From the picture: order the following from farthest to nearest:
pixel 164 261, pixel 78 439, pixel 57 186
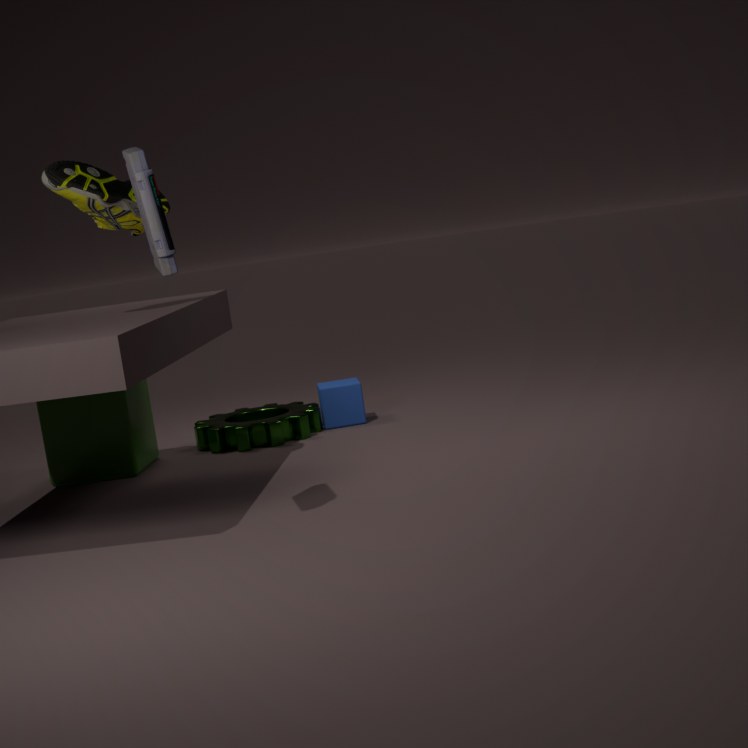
pixel 78 439, pixel 57 186, pixel 164 261
